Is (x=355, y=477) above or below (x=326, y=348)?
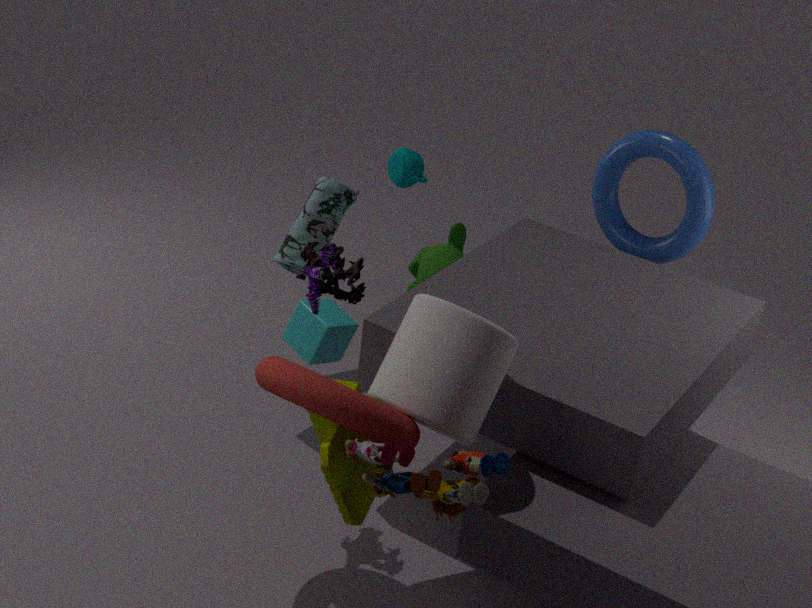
above
